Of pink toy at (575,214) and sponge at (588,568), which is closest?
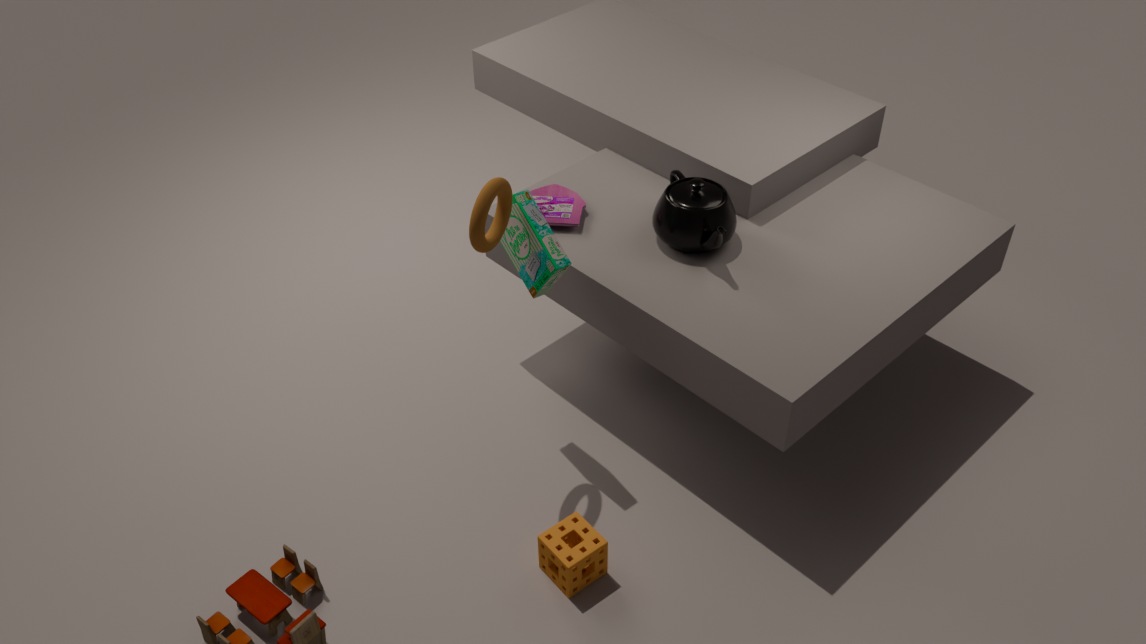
sponge at (588,568)
